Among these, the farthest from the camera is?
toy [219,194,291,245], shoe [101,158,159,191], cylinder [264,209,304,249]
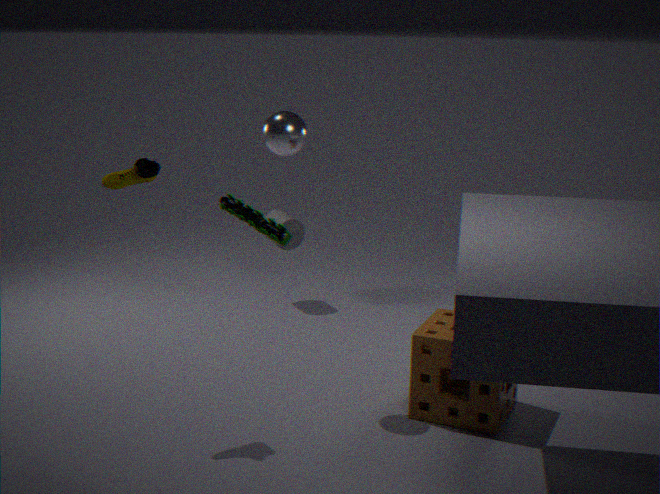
cylinder [264,209,304,249]
